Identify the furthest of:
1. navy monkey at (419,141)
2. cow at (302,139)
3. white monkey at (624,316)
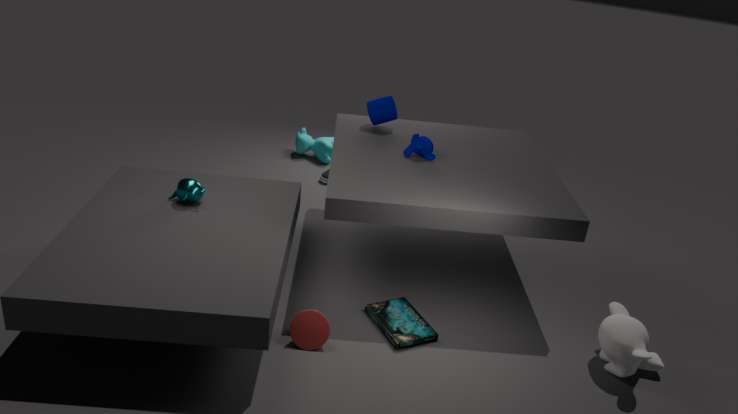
cow at (302,139)
